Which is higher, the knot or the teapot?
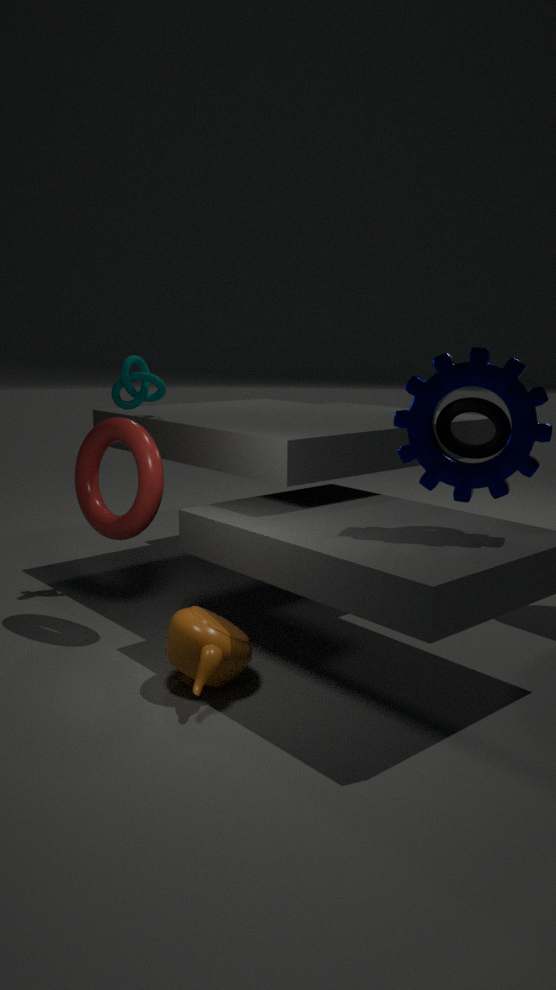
the knot
